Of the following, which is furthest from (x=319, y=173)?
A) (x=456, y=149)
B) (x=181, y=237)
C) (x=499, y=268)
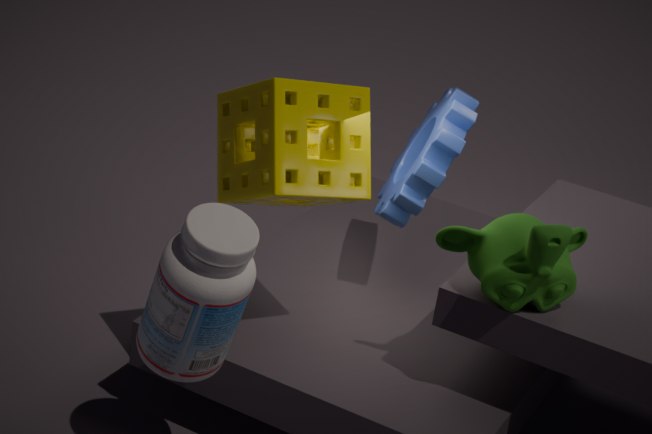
(x=499, y=268)
